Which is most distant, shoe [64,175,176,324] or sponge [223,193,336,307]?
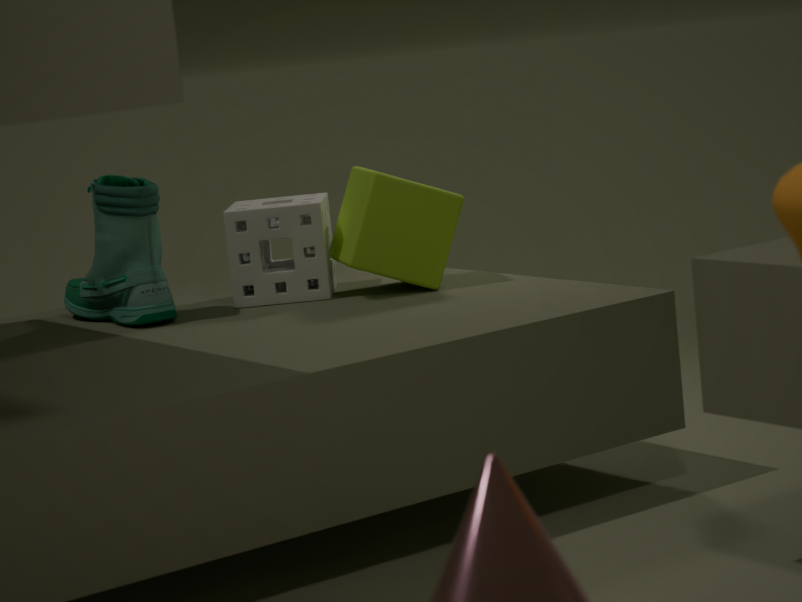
sponge [223,193,336,307]
